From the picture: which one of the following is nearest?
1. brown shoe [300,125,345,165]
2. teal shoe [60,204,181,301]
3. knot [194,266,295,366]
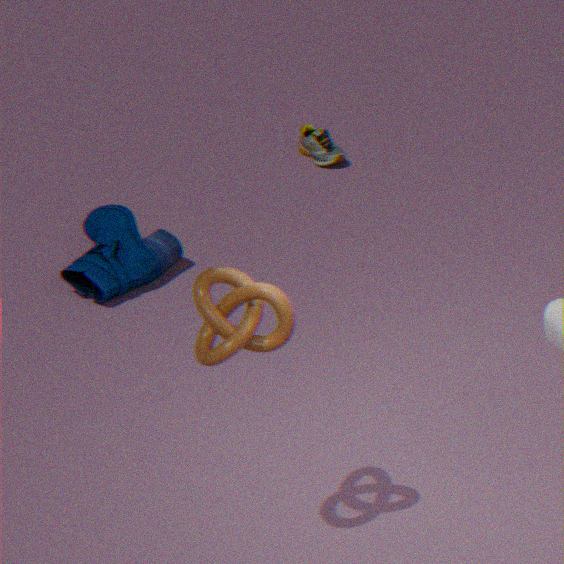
knot [194,266,295,366]
